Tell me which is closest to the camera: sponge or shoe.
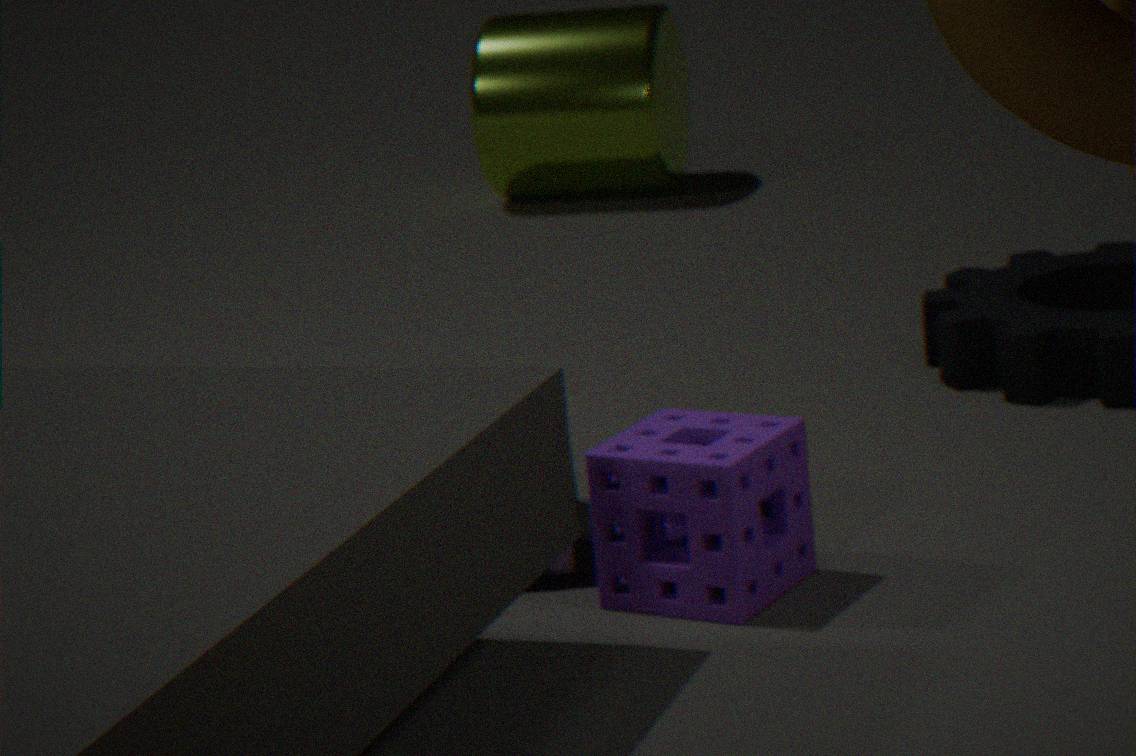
sponge
